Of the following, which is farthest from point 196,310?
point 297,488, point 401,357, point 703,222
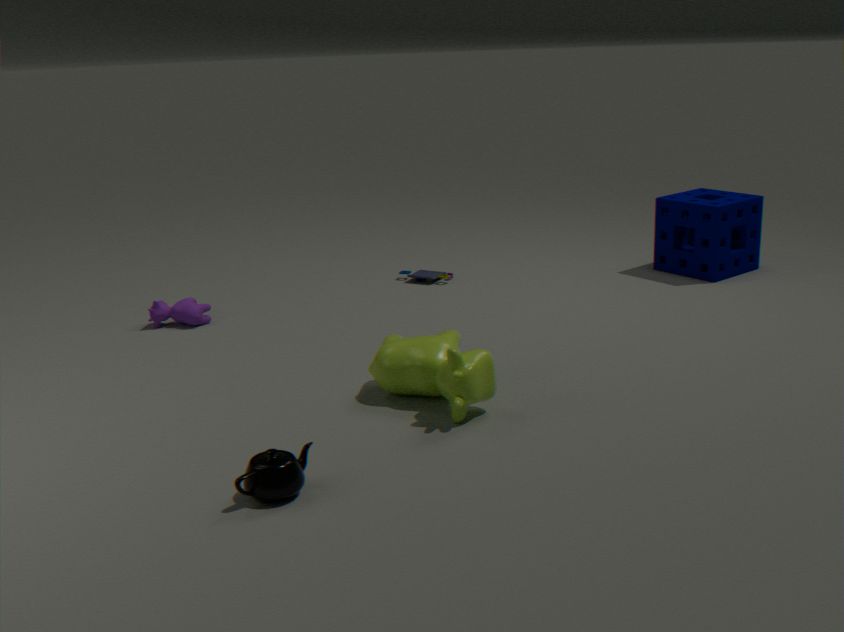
point 703,222
